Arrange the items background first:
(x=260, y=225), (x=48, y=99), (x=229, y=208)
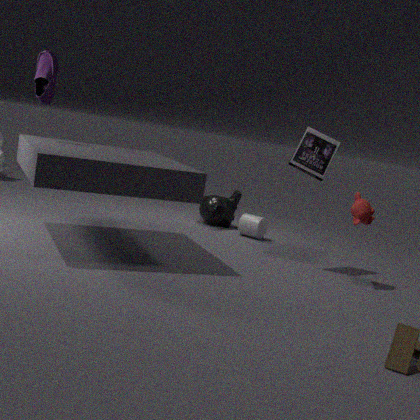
(x=229, y=208), (x=260, y=225), (x=48, y=99)
